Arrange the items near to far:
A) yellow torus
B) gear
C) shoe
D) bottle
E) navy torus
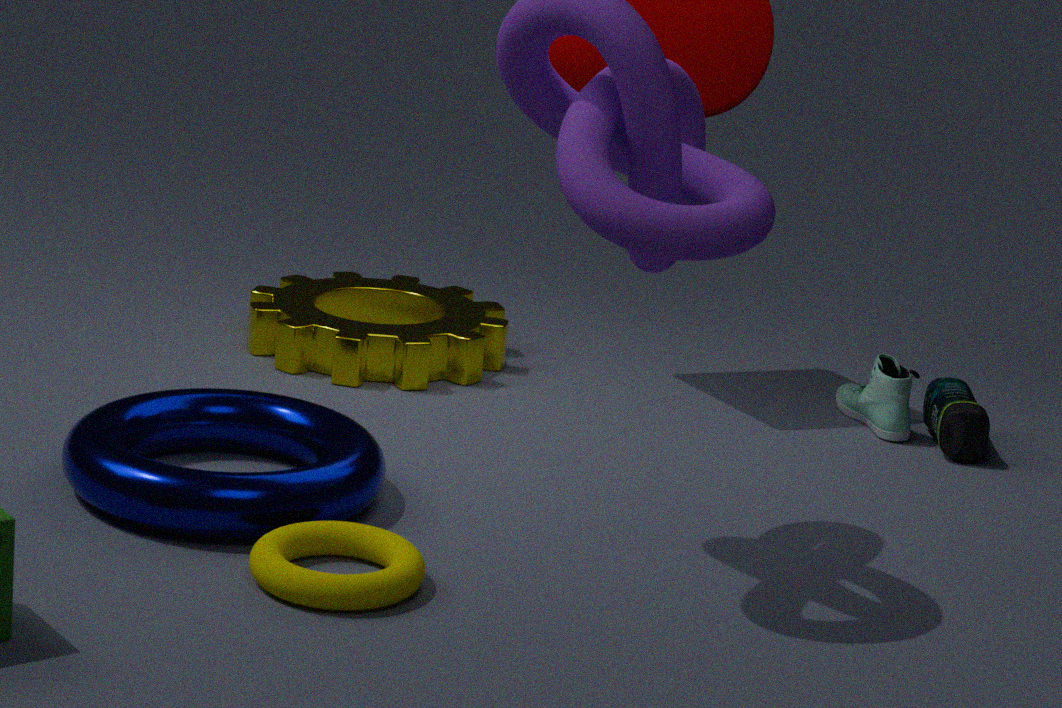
yellow torus
navy torus
bottle
shoe
gear
